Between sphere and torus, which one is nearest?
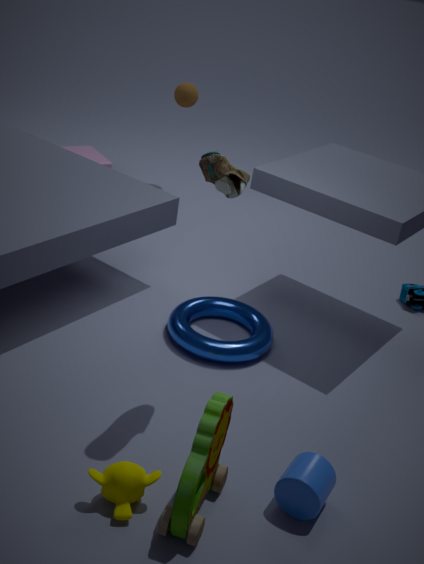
torus
